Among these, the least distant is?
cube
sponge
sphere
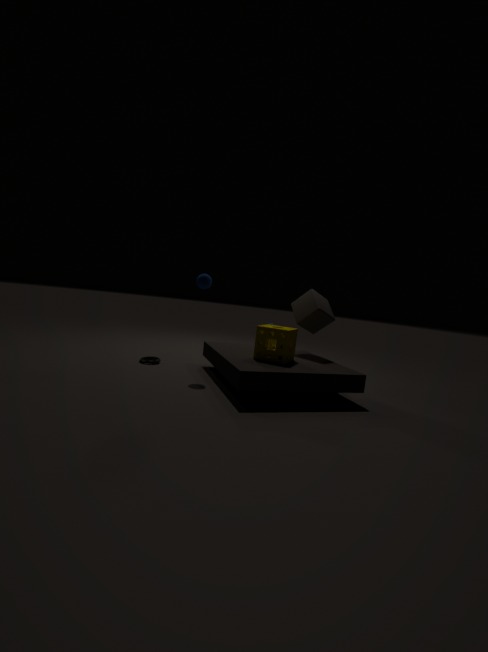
sponge
